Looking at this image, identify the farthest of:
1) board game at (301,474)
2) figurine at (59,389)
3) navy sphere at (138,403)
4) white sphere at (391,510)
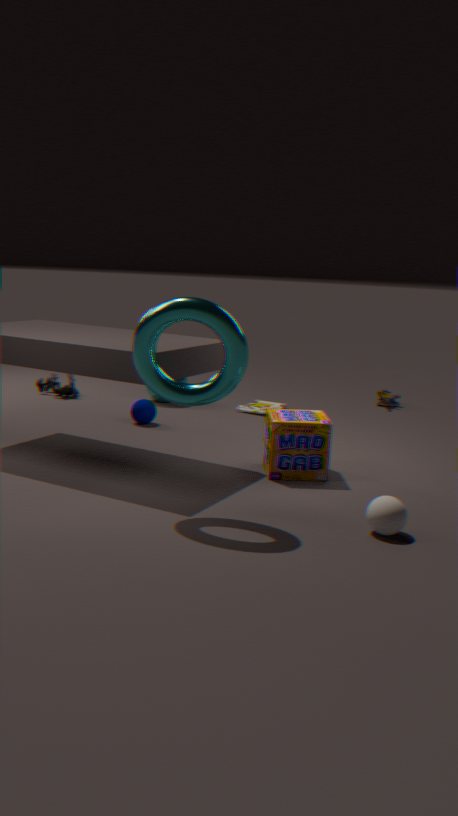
2. figurine at (59,389)
